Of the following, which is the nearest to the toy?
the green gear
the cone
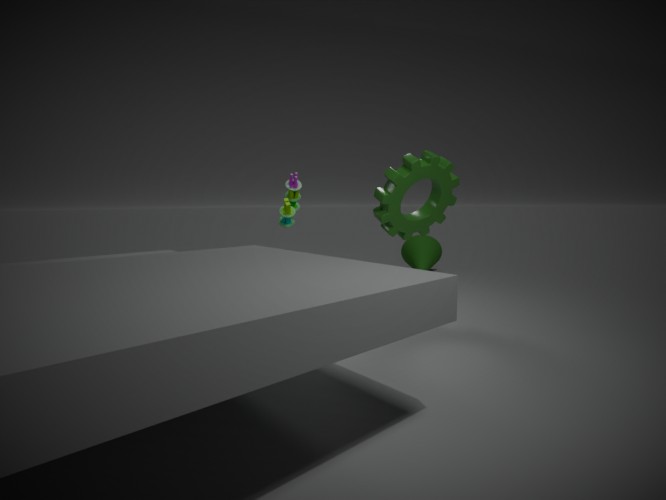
the green gear
